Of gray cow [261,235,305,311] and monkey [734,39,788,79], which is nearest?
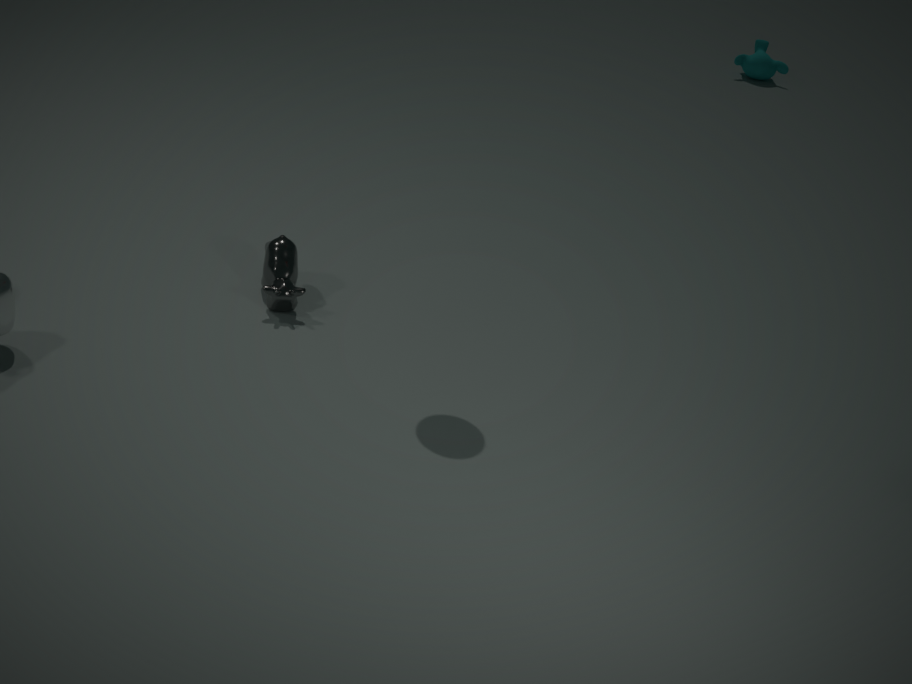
gray cow [261,235,305,311]
